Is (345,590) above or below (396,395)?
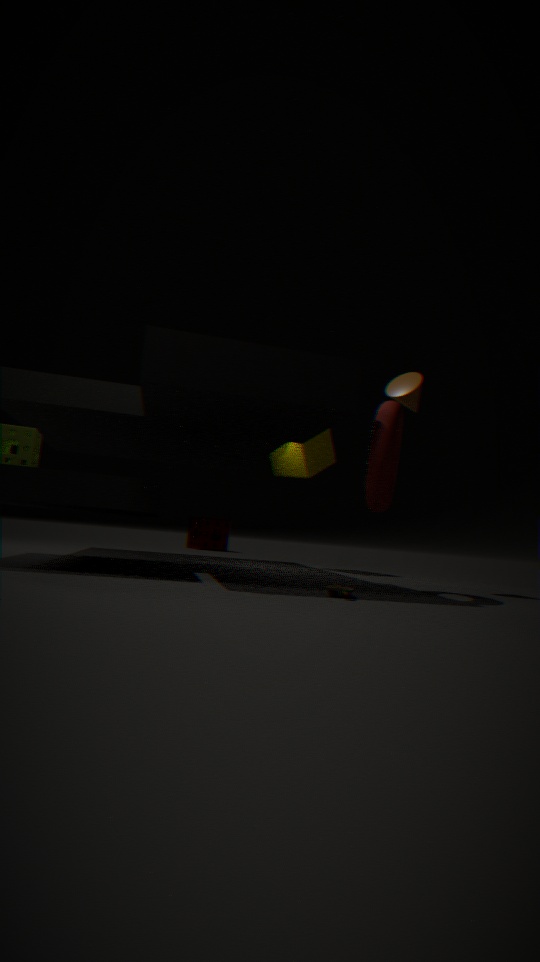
below
